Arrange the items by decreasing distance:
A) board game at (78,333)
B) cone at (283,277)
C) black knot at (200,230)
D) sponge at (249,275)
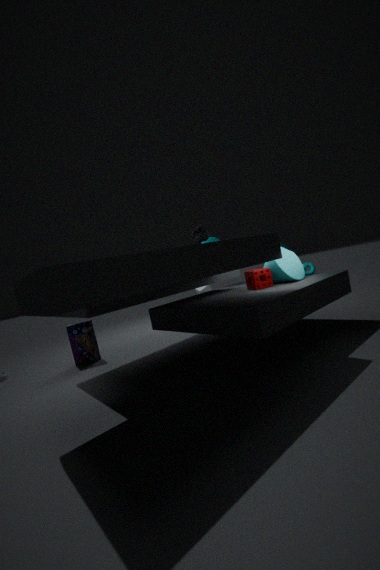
1. board game at (78,333)
2. black knot at (200,230)
3. sponge at (249,275)
4. cone at (283,277)
